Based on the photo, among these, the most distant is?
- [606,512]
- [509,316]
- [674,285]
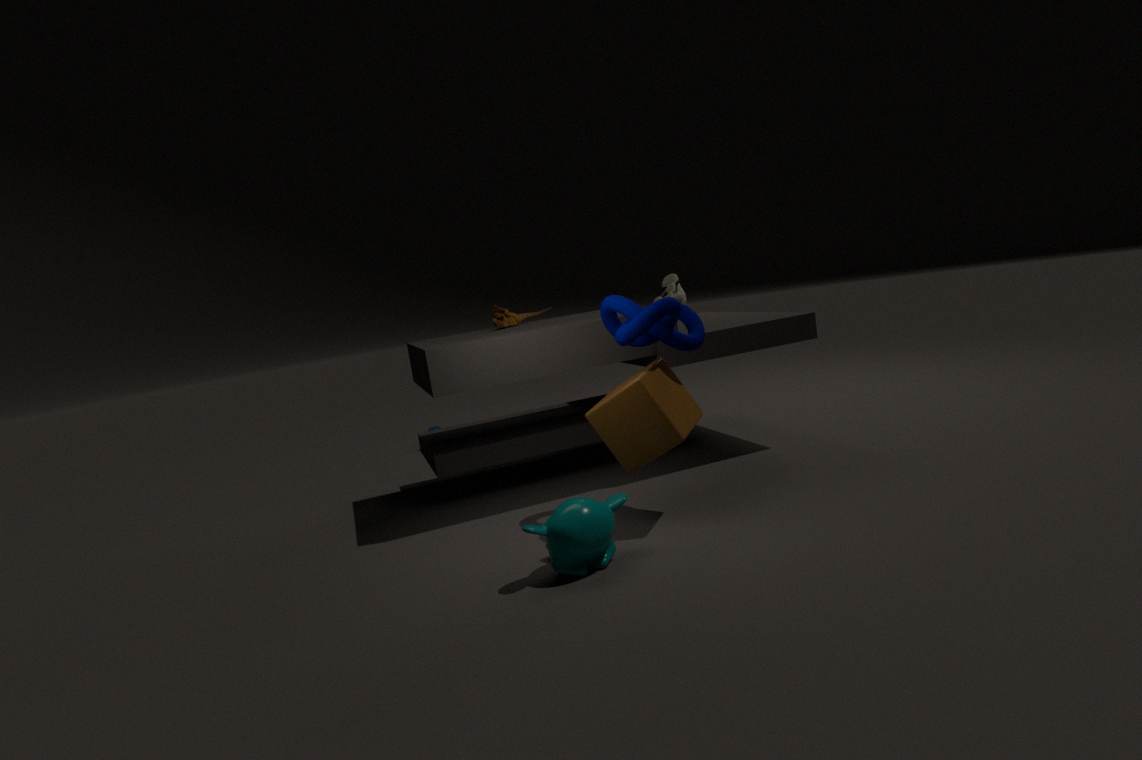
[674,285]
